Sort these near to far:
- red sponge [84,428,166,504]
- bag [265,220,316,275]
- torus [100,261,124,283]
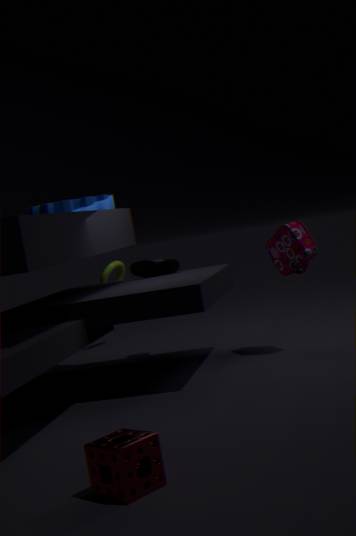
red sponge [84,428,166,504], bag [265,220,316,275], torus [100,261,124,283]
